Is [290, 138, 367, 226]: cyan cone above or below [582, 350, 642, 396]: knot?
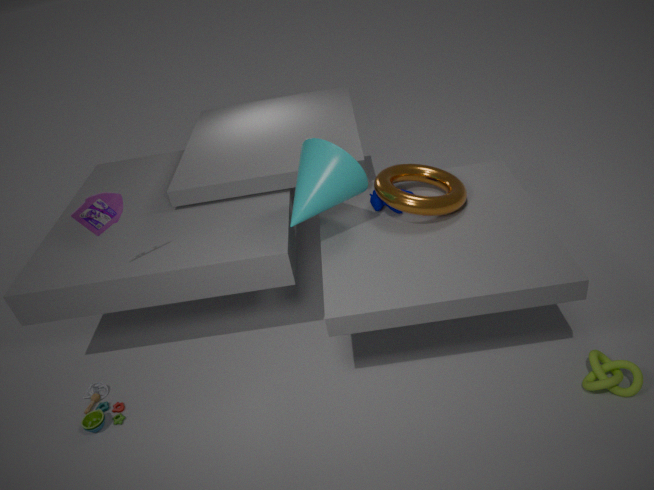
above
